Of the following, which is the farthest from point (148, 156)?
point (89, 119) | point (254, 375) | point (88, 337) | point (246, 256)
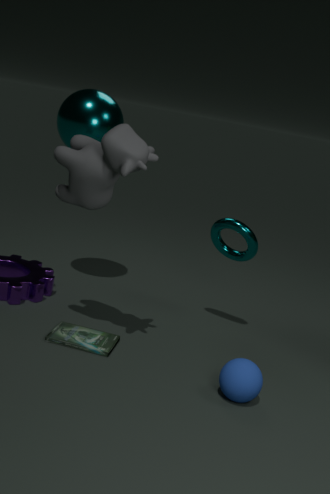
point (254, 375)
